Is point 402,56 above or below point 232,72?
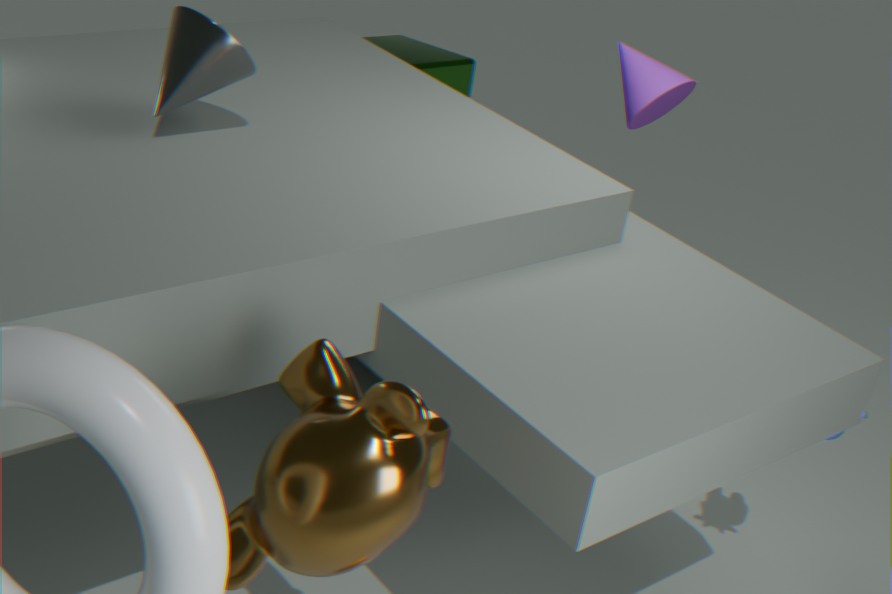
below
